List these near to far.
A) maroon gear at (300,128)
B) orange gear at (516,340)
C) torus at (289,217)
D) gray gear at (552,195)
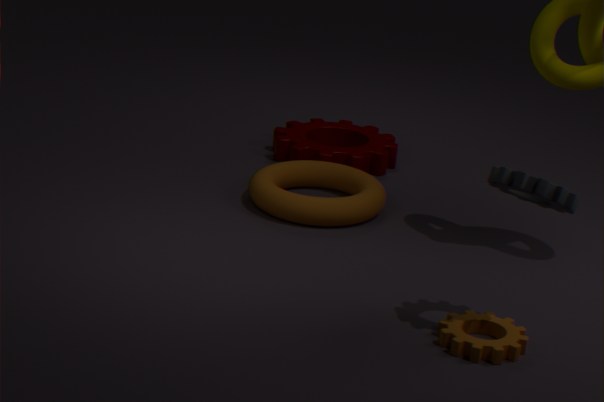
gray gear at (552,195), orange gear at (516,340), torus at (289,217), maroon gear at (300,128)
